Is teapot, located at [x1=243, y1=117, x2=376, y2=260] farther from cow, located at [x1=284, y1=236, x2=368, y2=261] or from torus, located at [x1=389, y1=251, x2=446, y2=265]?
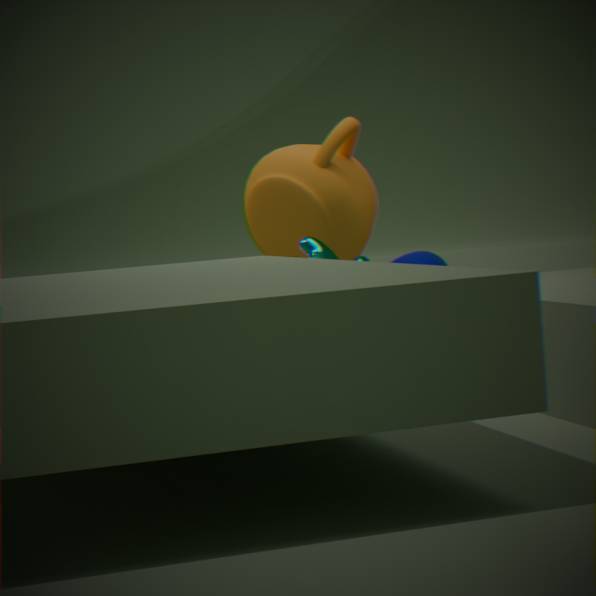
torus, located at [x1=389, y1=251, x2=446, y2=265]
